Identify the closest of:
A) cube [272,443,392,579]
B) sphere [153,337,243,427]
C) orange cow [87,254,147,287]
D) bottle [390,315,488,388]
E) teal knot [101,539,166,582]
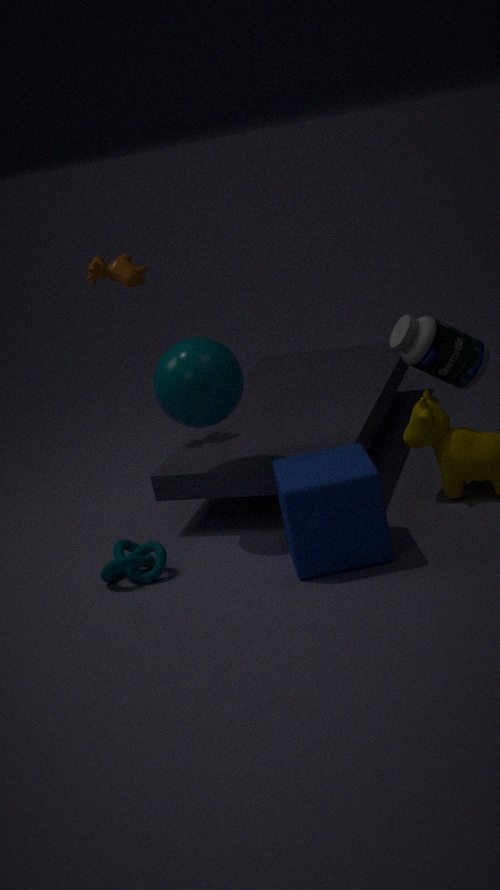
cube [272,443,392,579]
